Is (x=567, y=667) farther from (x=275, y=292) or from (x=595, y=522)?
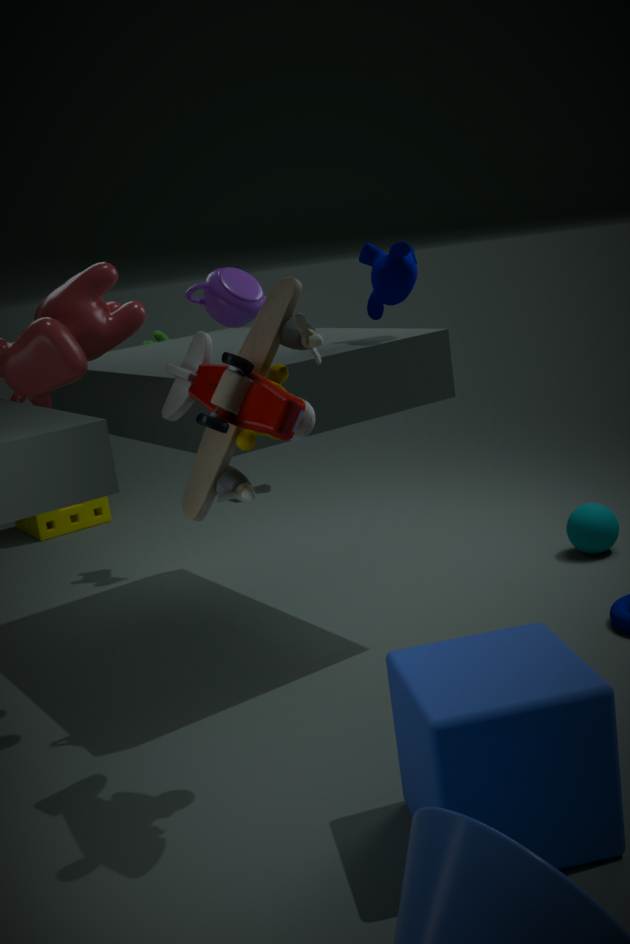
(x=595, y=522)
